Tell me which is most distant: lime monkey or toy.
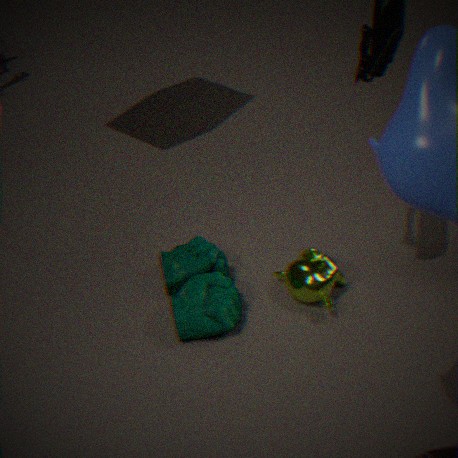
lime monkey
